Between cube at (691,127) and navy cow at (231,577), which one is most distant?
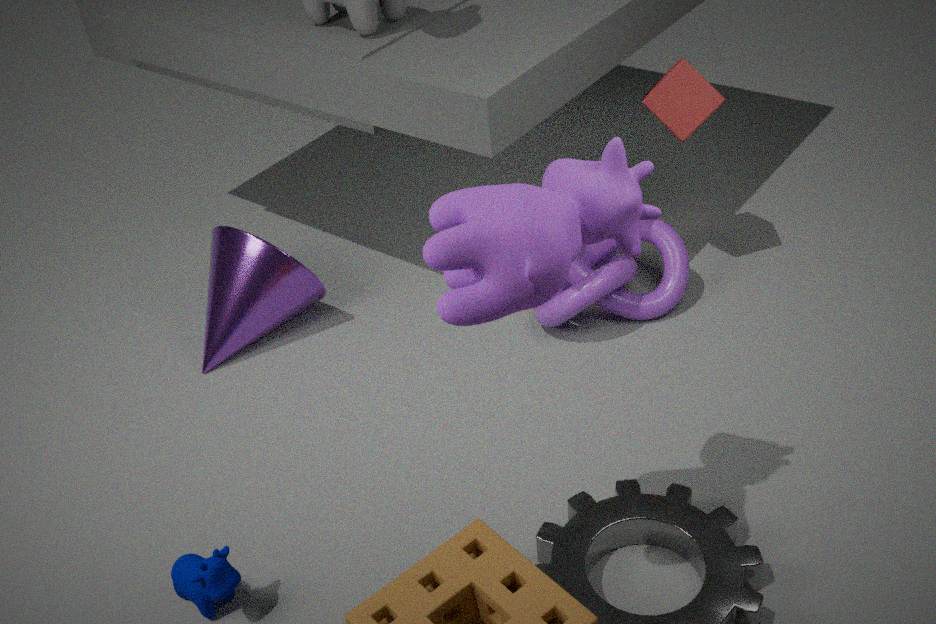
cube at (691,127)
